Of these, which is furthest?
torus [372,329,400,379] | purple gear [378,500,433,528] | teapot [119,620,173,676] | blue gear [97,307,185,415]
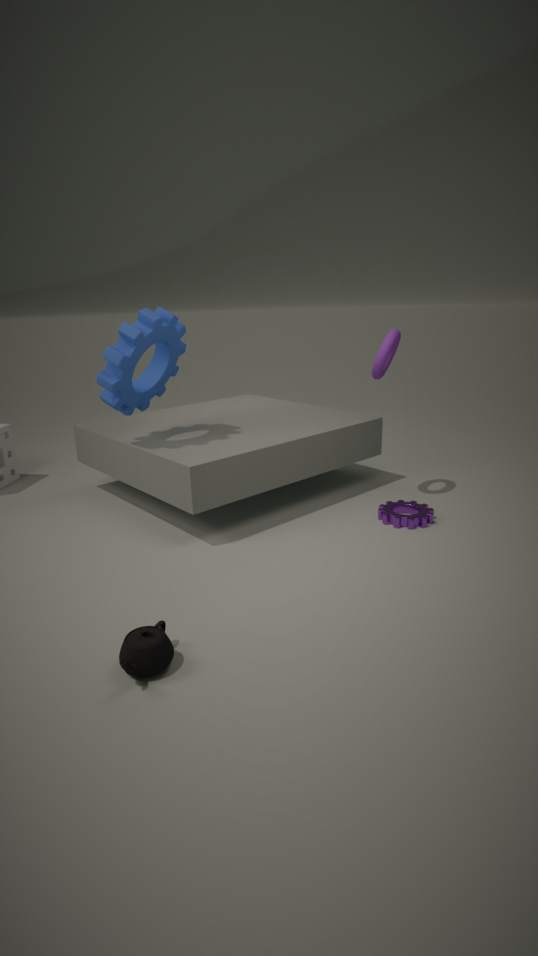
torus [372,329,400,379]
